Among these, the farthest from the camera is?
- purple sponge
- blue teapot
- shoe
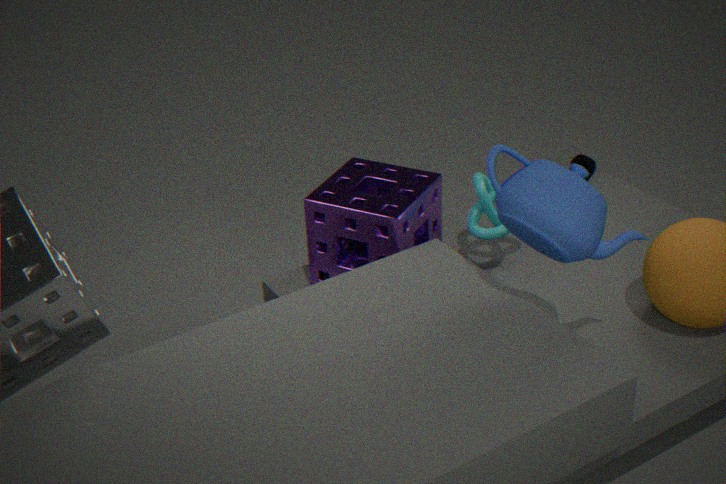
shoe
